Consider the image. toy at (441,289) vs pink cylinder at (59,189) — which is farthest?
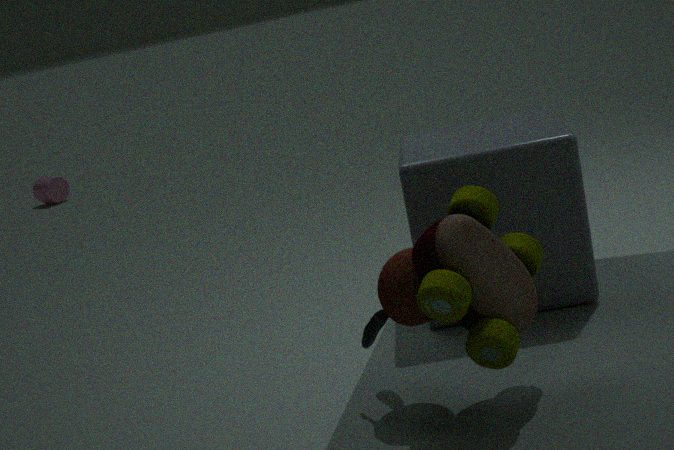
pink cylinder at (59,189)
